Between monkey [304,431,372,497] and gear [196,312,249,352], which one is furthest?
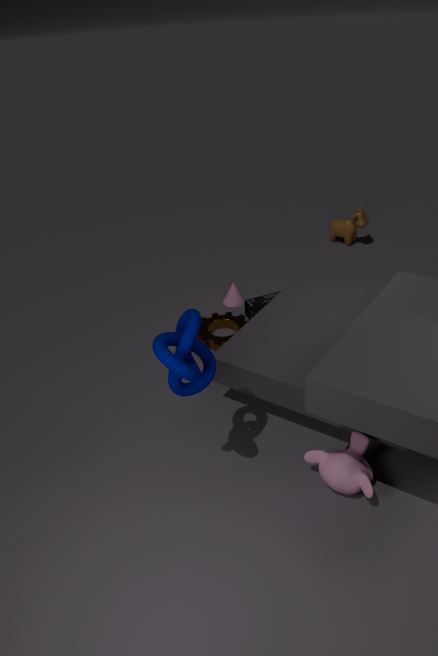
gear [196,312,249,352]
